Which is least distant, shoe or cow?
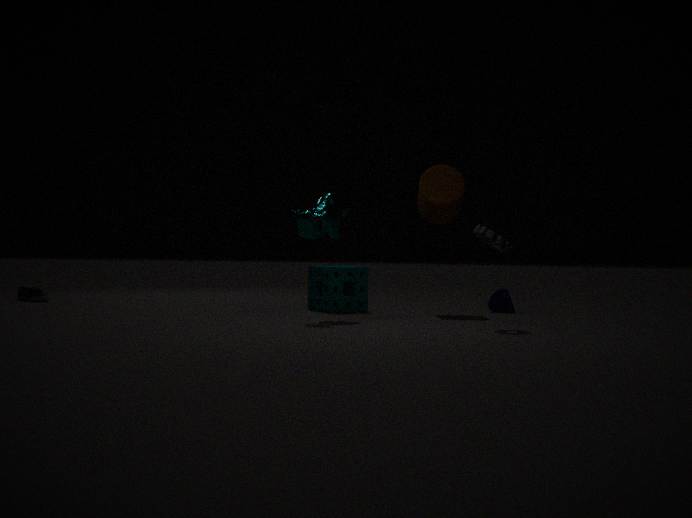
cow
